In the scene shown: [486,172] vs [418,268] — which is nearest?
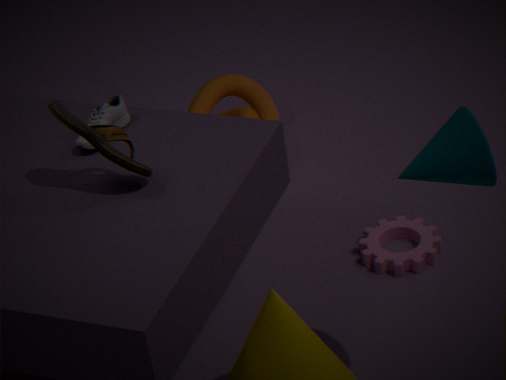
[486,172]
